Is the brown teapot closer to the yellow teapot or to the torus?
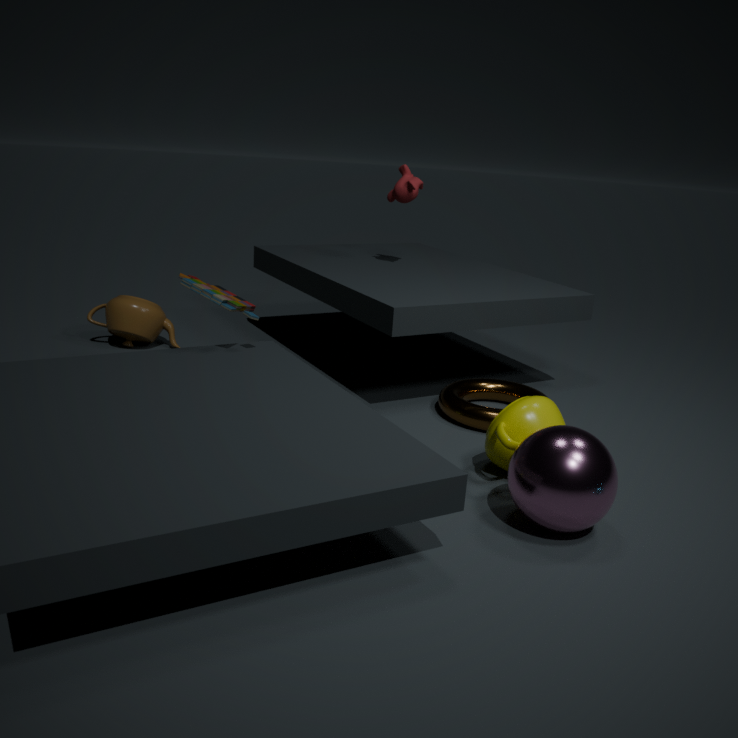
the torus
